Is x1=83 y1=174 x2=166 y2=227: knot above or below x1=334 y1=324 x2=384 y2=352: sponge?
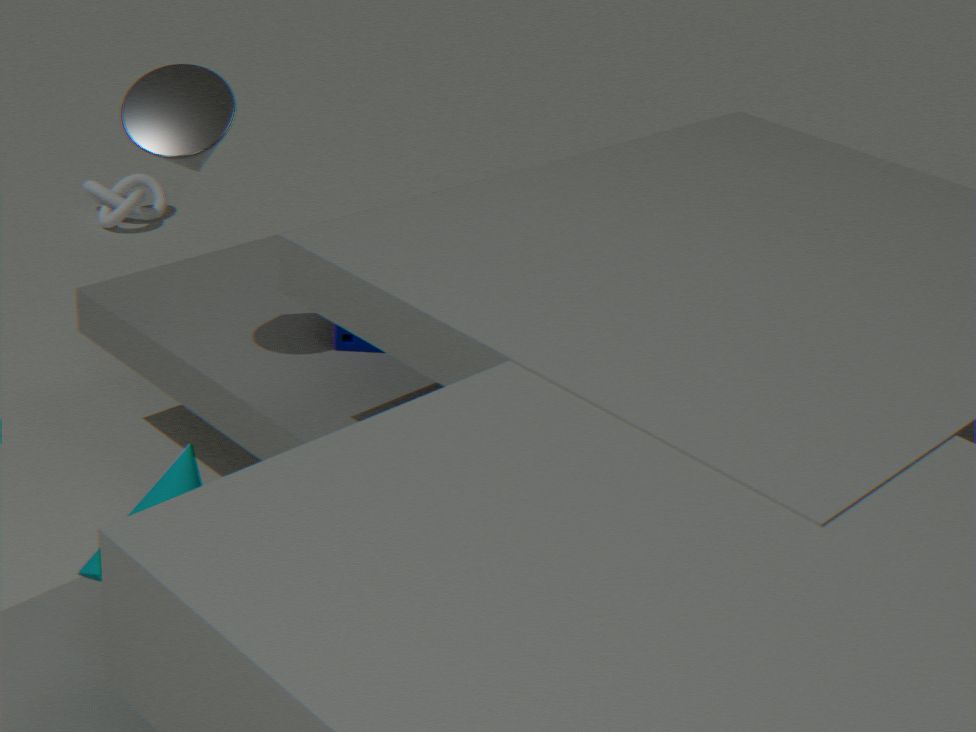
below
